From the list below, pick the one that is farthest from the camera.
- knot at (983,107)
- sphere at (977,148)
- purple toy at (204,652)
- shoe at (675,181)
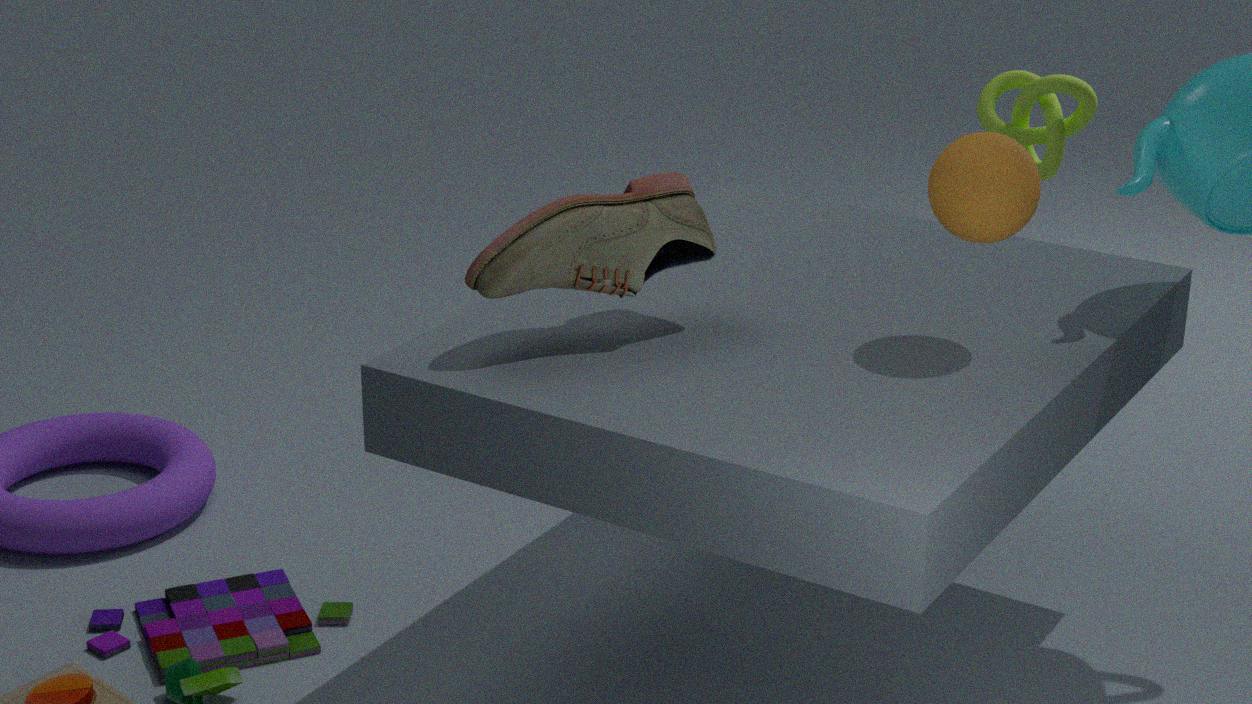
knot at (983,107)
